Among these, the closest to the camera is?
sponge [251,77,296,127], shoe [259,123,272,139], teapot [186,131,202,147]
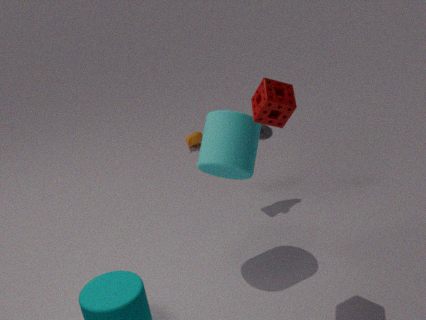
sponge [251,77,296,127]
